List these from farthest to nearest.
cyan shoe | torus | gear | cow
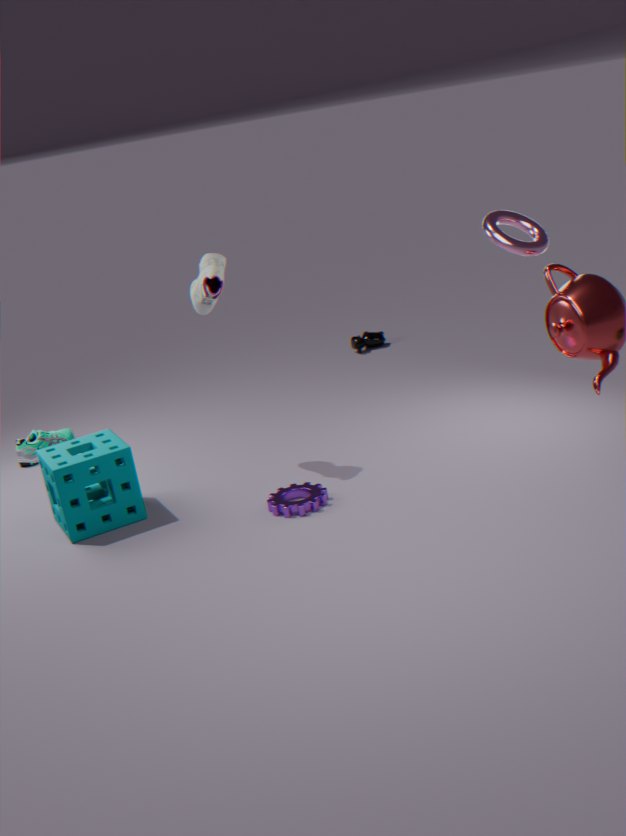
cow → cyan shoe → gear → torus
